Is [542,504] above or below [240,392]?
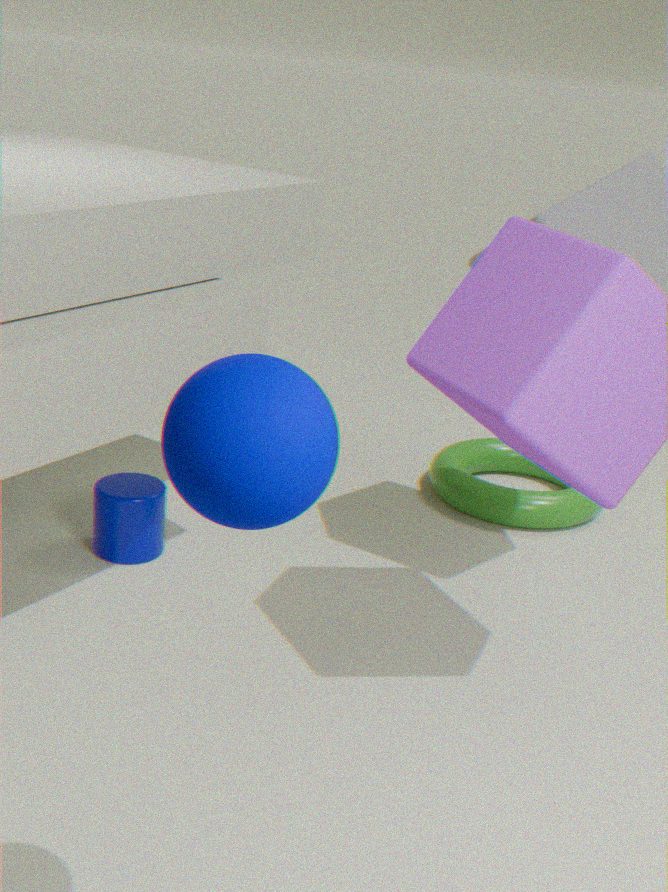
below
